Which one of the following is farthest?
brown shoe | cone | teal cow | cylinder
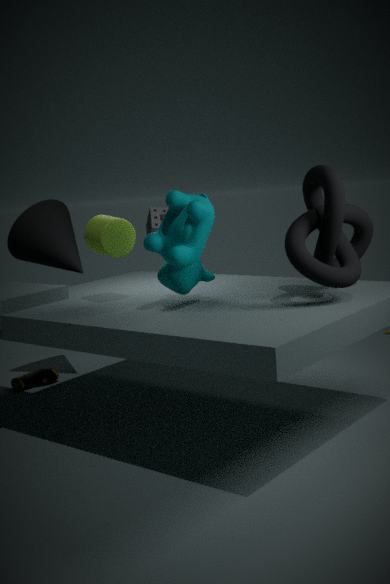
brown shoe
